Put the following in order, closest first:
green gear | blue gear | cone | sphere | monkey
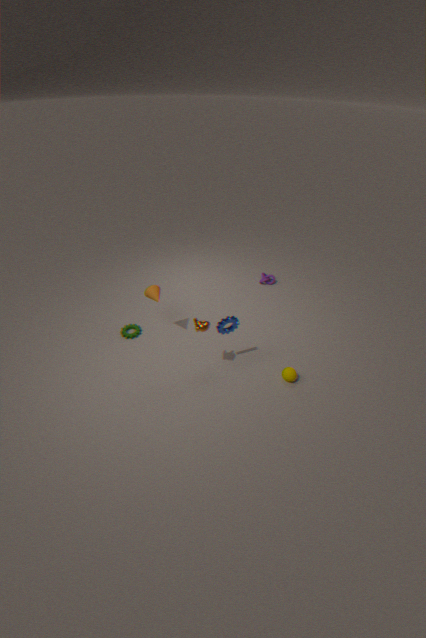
monkey → blue gear → sphere → cone → green gear
